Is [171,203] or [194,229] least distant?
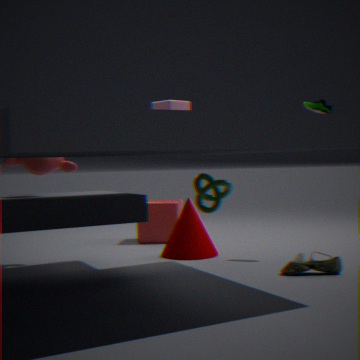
[194,229]
